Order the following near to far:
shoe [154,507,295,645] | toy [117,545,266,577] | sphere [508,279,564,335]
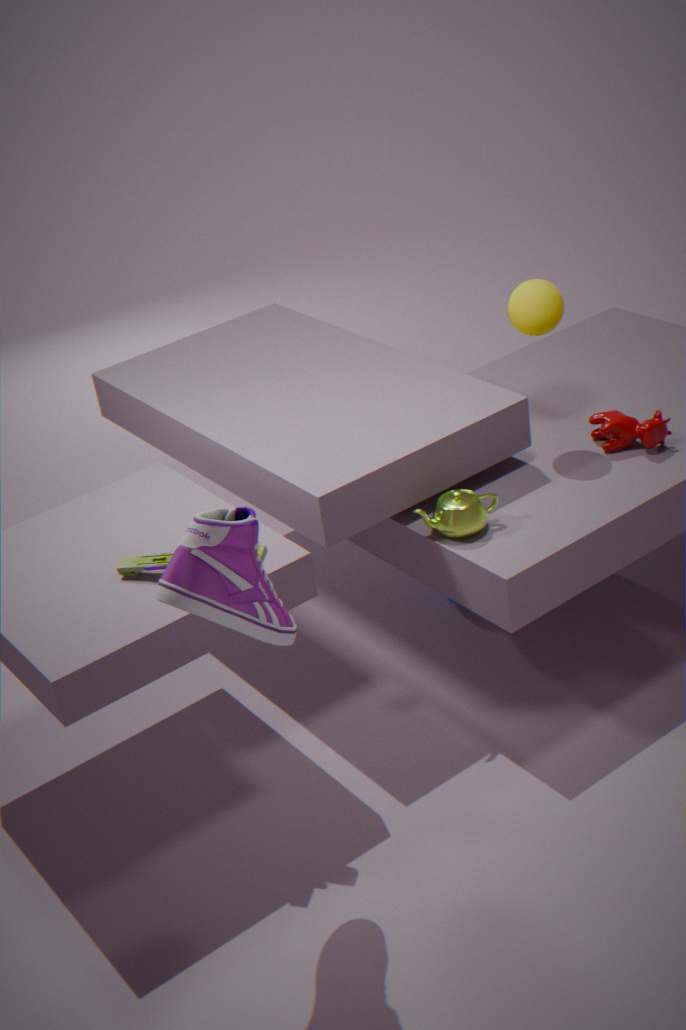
shoe [154,507,295,645] → toy [117,545,266,577] → sphere [508,279,564,335]
